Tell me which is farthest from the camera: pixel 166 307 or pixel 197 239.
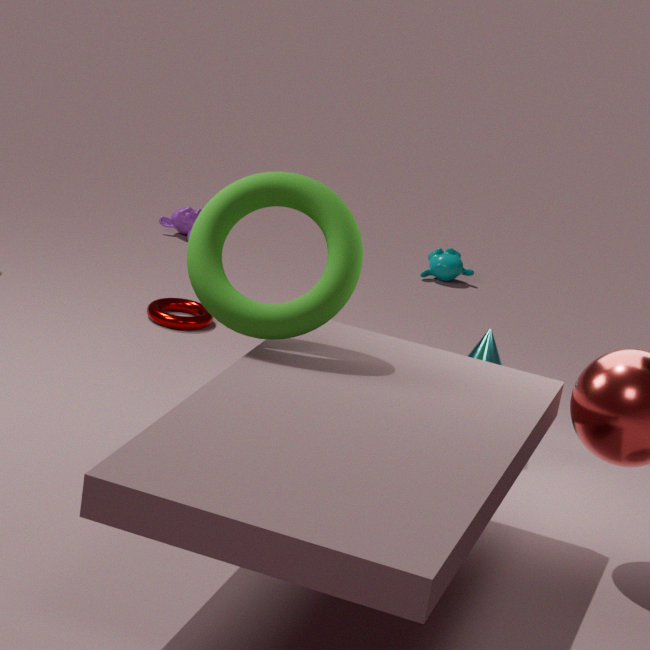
pixel 166 307
